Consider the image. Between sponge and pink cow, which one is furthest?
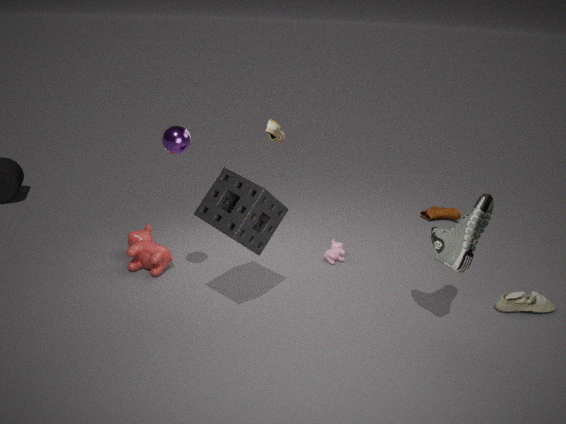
pink cow
